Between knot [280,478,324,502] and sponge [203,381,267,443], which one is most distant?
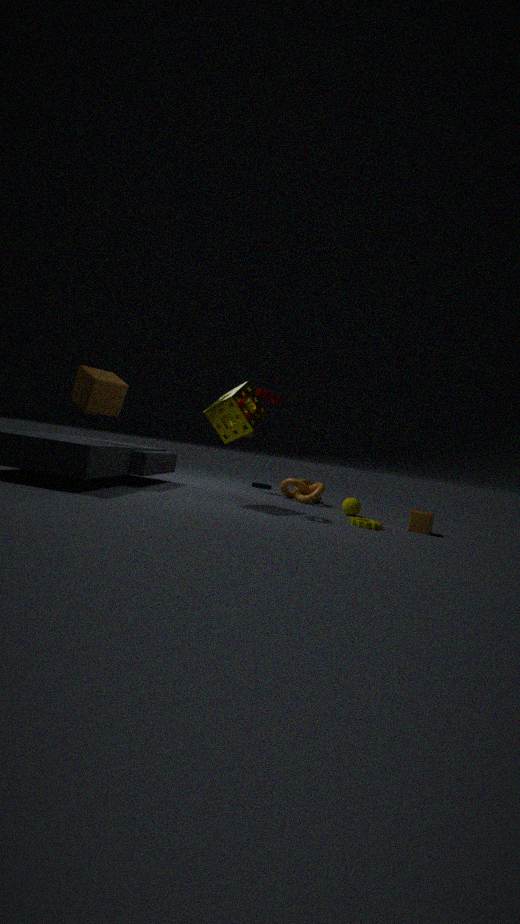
knot [280,478,324,502]
